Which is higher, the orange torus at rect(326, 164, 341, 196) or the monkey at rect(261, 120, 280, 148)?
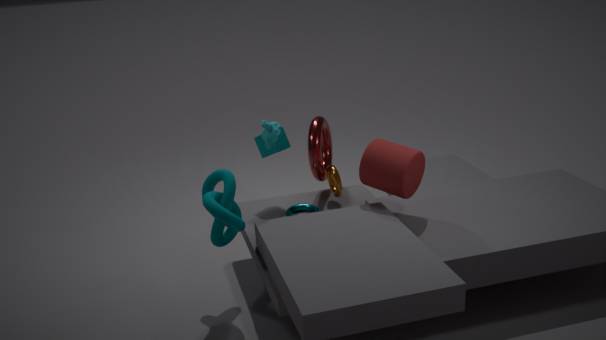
the monkey at rect(261, 120, 280, 148)
